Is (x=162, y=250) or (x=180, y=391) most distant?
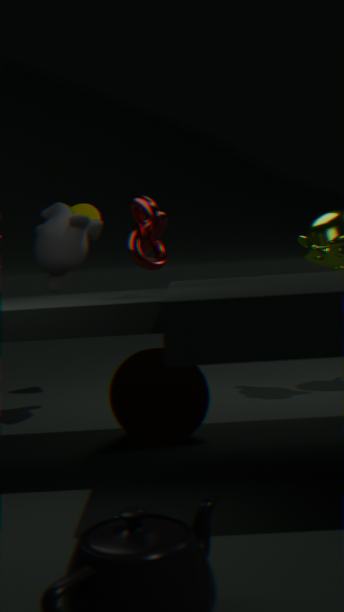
(x=180, y=391)
